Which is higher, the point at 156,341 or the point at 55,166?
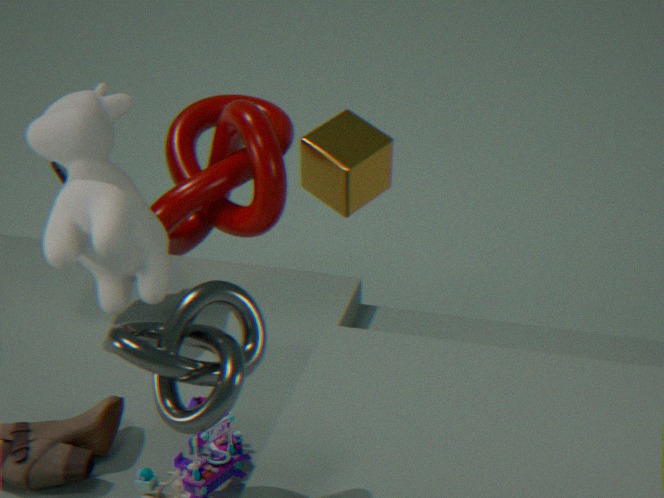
the point at 156,341
